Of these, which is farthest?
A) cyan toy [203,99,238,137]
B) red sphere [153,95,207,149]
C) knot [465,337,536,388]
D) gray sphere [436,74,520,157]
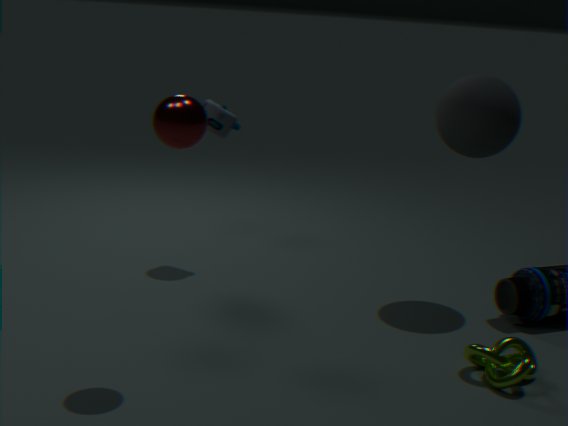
cyan toy [203,99,238,137]
